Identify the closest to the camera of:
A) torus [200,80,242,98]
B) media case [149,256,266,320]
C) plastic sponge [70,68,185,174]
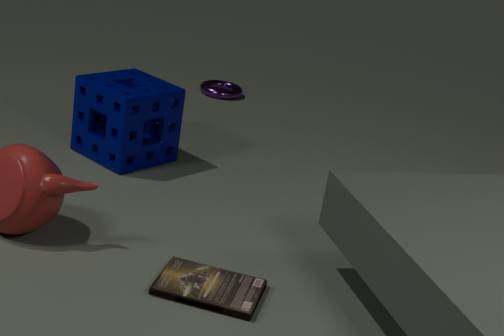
media case [149,256,266,320]
